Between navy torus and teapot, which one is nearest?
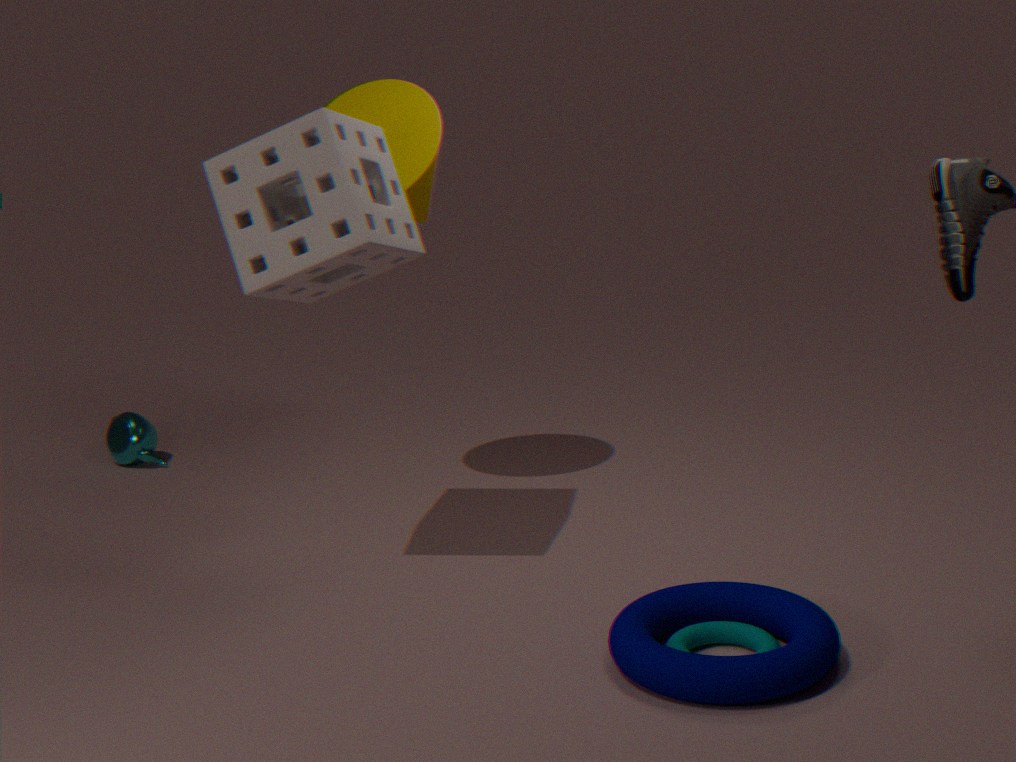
navy torus
